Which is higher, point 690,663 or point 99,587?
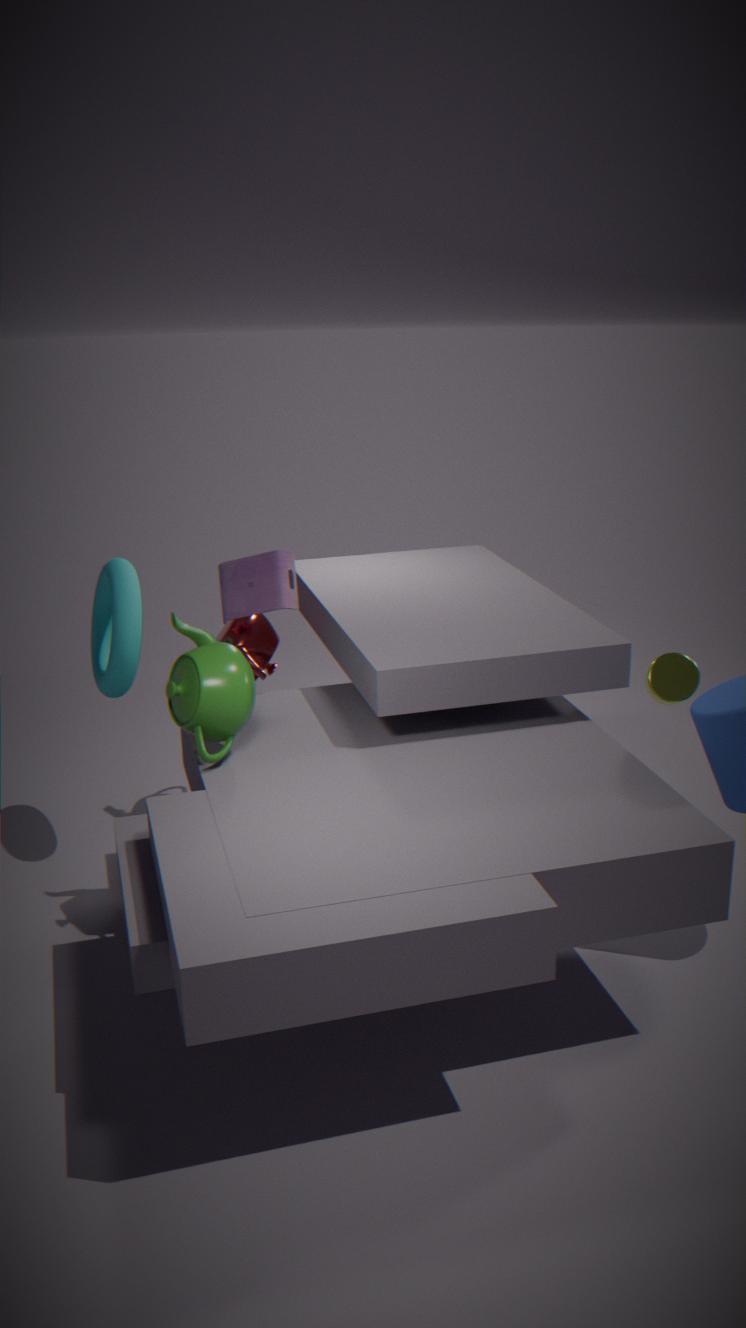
point 99,587
